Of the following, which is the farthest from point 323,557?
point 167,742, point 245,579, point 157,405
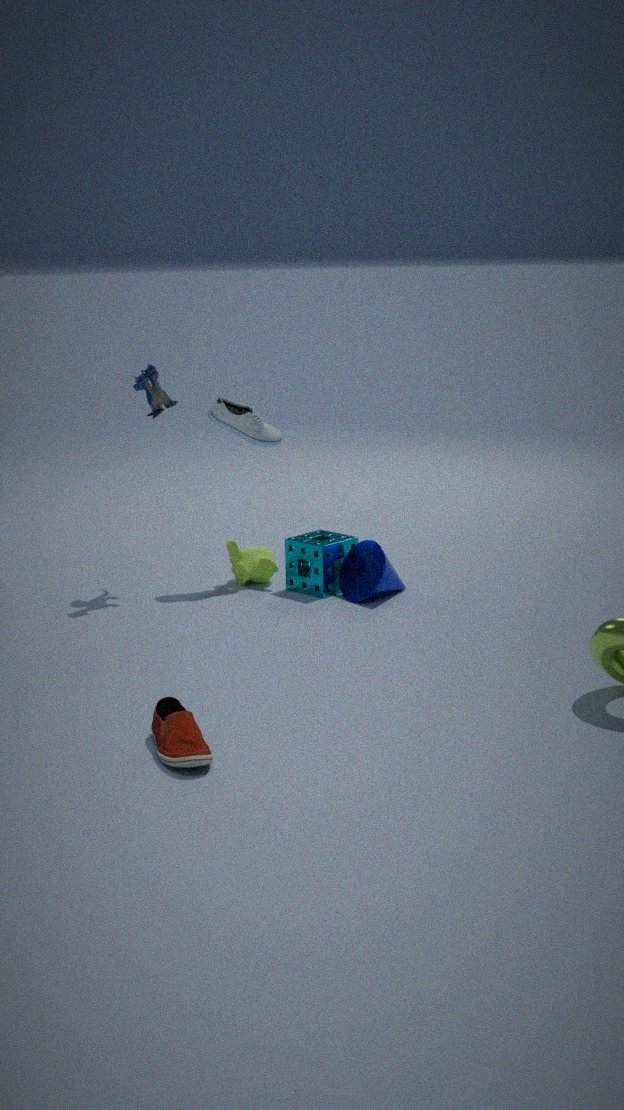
point 167,742
